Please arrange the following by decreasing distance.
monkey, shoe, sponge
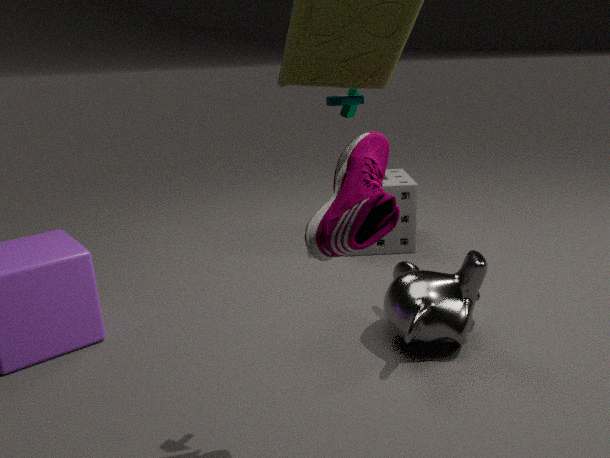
1. sponge
2. monkey
3. shoe
